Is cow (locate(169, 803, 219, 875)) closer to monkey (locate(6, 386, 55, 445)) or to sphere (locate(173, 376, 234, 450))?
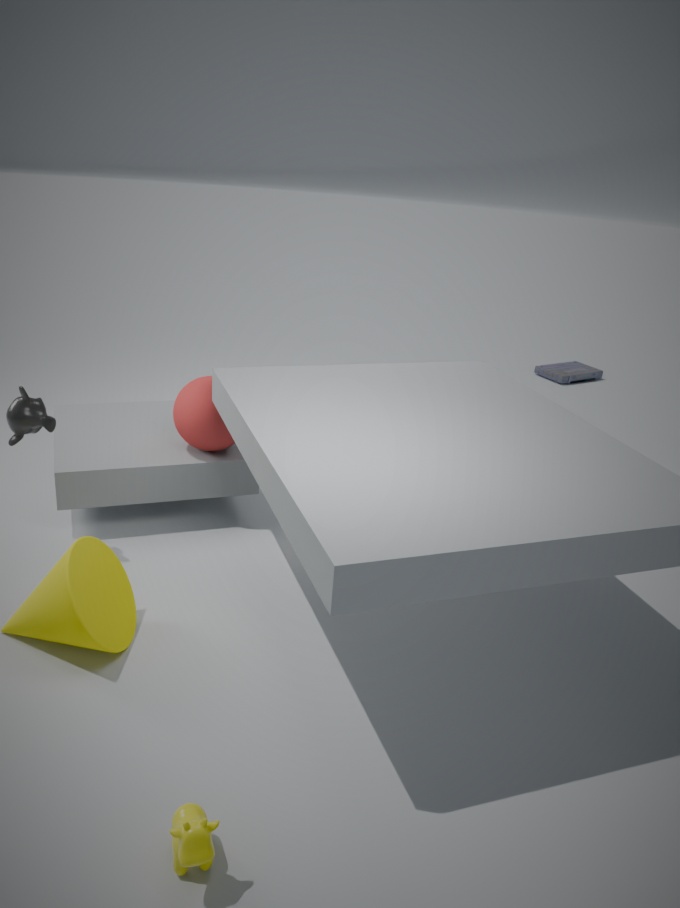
monkey (locate(6, 386, 55, 445))
